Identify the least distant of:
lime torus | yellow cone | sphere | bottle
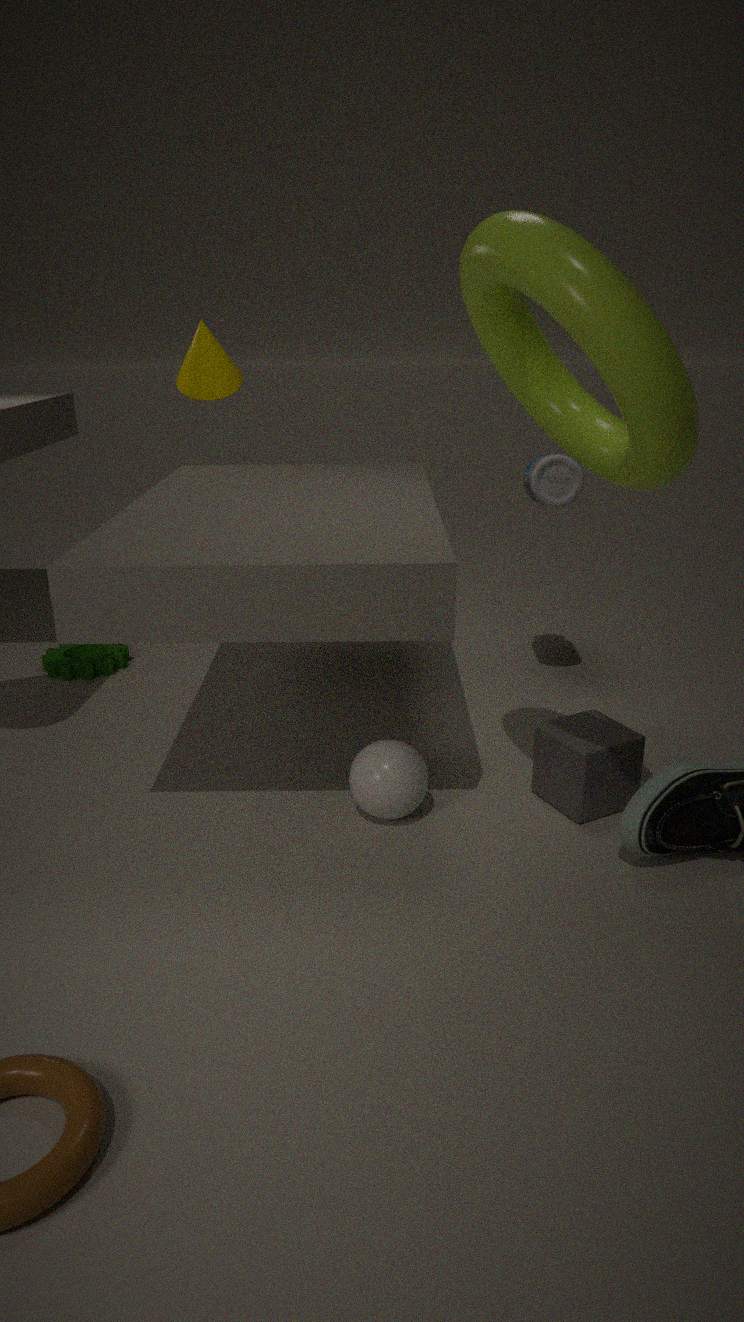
lime torus
